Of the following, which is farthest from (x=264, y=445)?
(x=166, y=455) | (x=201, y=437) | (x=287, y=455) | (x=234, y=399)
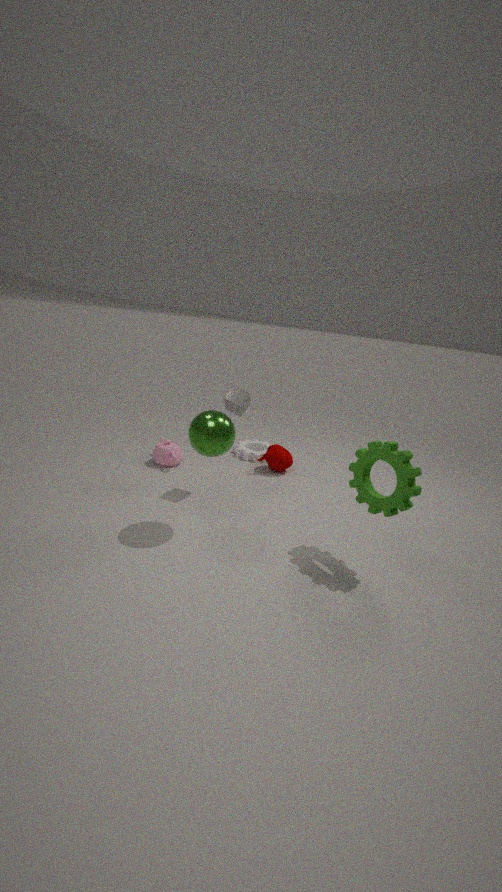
(x=201, y=437)
